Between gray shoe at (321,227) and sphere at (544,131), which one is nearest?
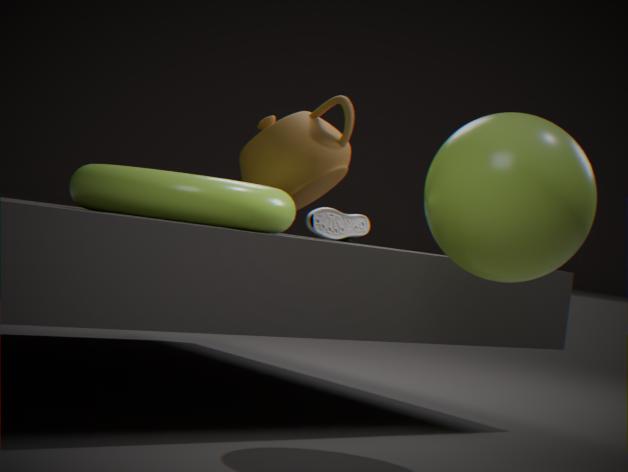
sphere at (544,131)
